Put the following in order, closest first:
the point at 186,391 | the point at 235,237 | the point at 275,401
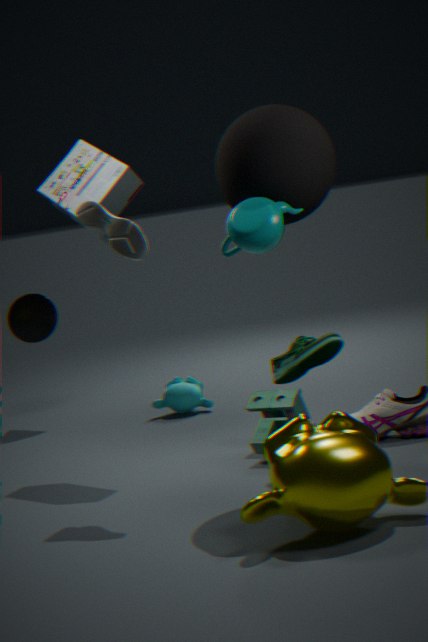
the point at 235,237 < the point at 275,401 < the point at 186,391
